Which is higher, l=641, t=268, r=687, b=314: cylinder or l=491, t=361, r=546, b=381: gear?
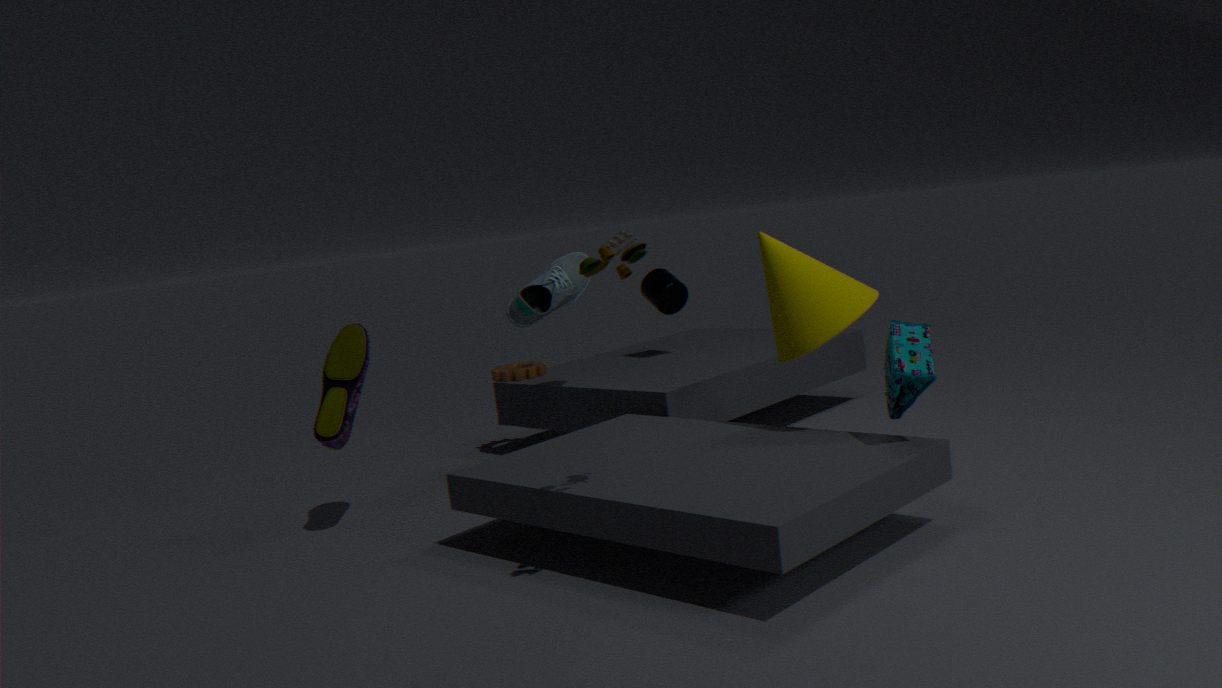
l=641, t=268, r=687, b=314: cylinder
